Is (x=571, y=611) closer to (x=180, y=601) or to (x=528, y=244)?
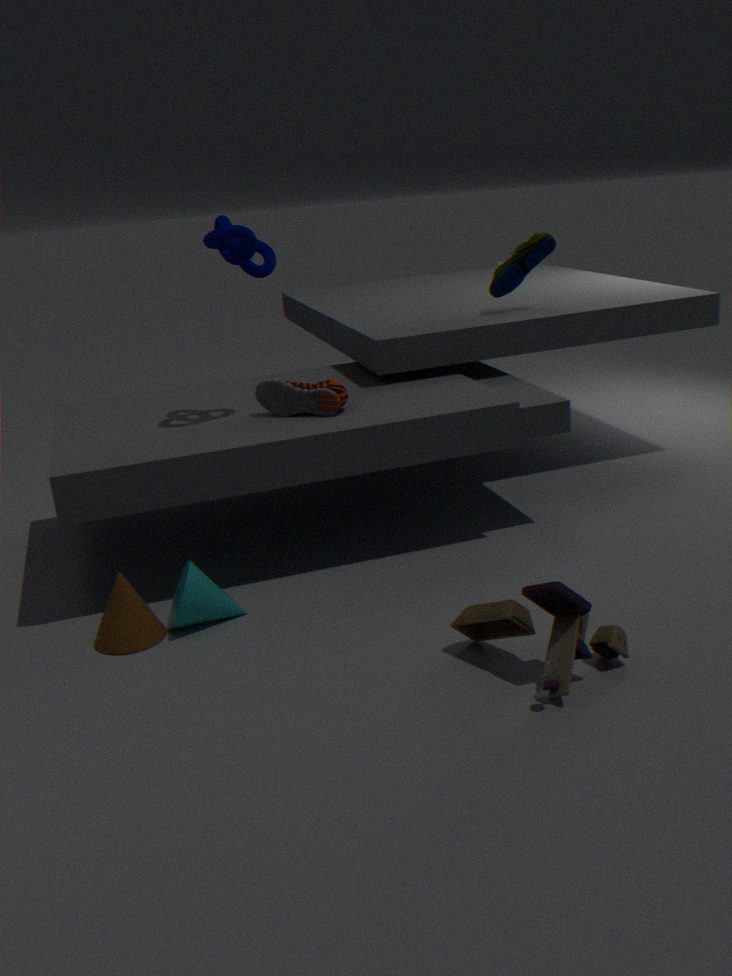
(x=180, y=601)
